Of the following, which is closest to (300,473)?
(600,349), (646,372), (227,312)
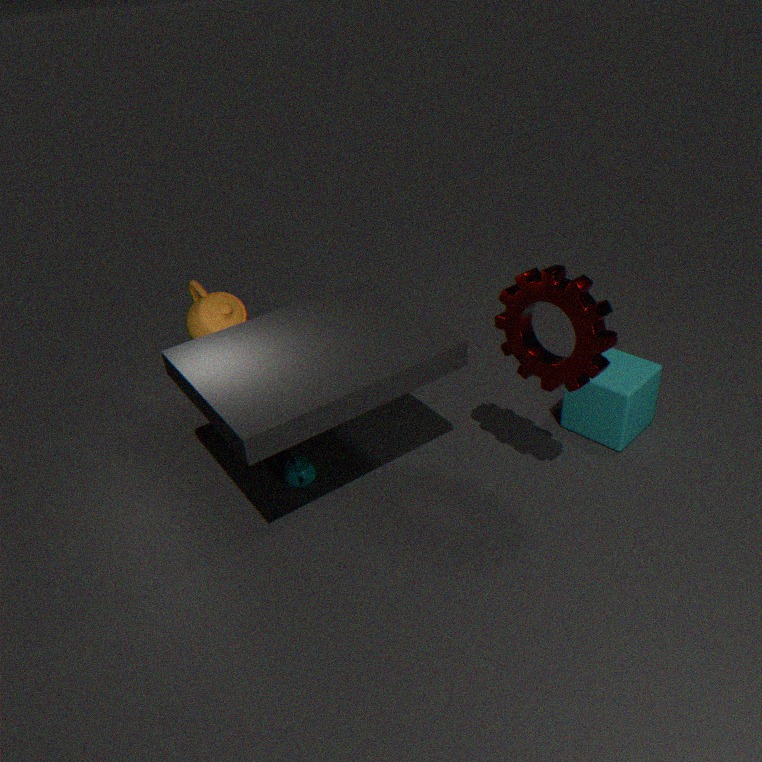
(227,312)
